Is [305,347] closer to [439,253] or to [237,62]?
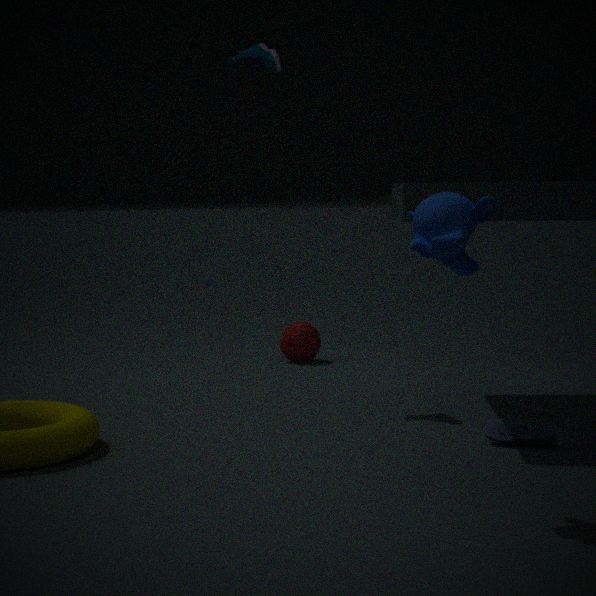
[237,62]
